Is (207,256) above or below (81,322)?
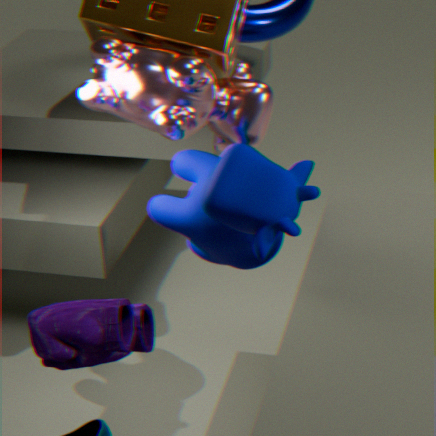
above
